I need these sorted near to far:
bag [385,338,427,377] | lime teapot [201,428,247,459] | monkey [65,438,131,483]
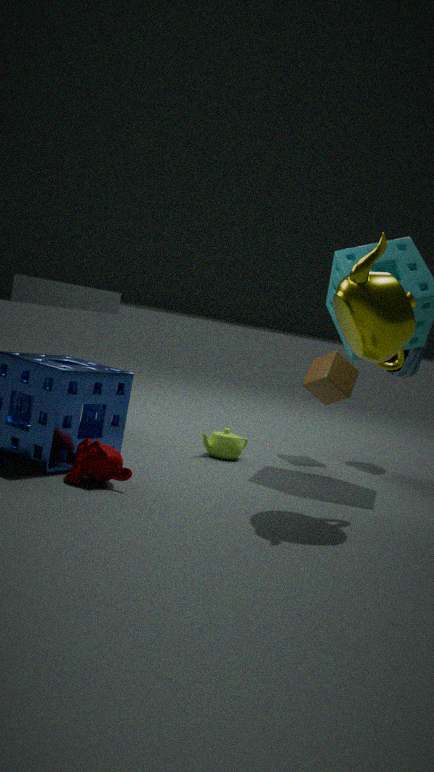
monkey [65,438,131,483]
lime teapot [201,428,247,459]
bag [385,338,427,377]
